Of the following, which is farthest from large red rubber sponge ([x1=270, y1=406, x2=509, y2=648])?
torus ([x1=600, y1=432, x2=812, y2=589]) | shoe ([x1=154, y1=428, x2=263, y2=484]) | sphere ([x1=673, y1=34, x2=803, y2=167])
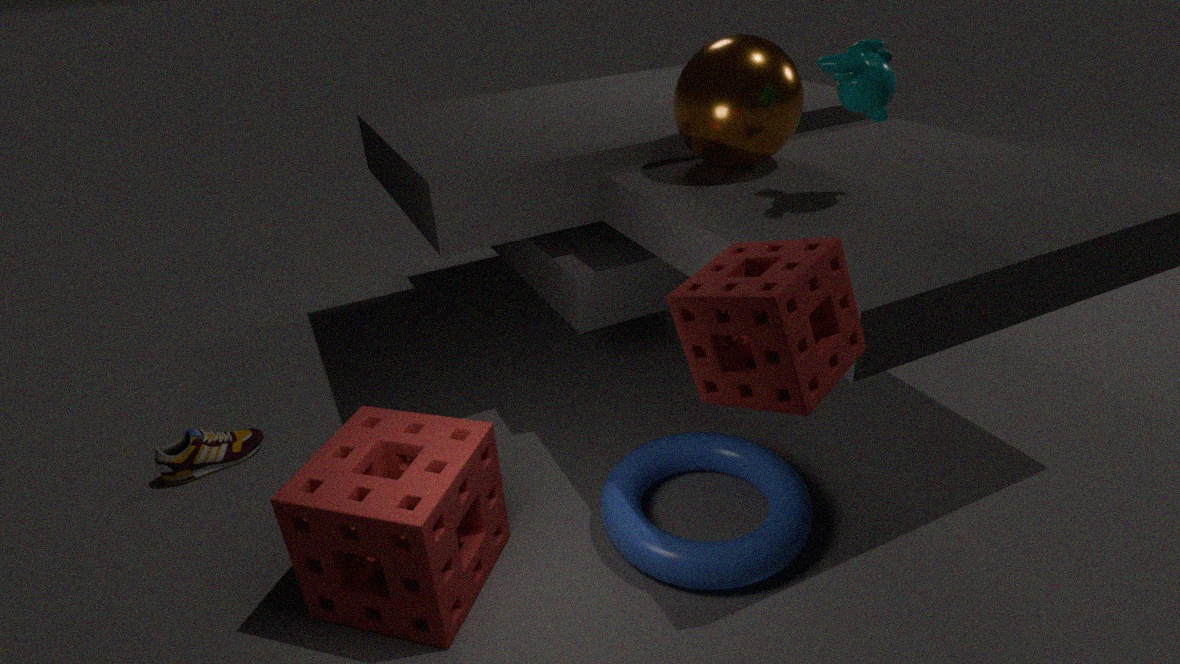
sphere ([x1=673, y1=34, x2=803, y2=167])
